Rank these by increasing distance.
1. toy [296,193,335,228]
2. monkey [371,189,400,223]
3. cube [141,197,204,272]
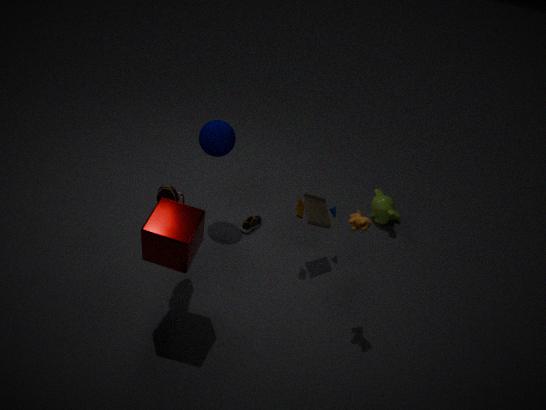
1. cube [141,197,204,272]
2. toy [296,193,335,228]
3. monkey [371,189,400,223]
